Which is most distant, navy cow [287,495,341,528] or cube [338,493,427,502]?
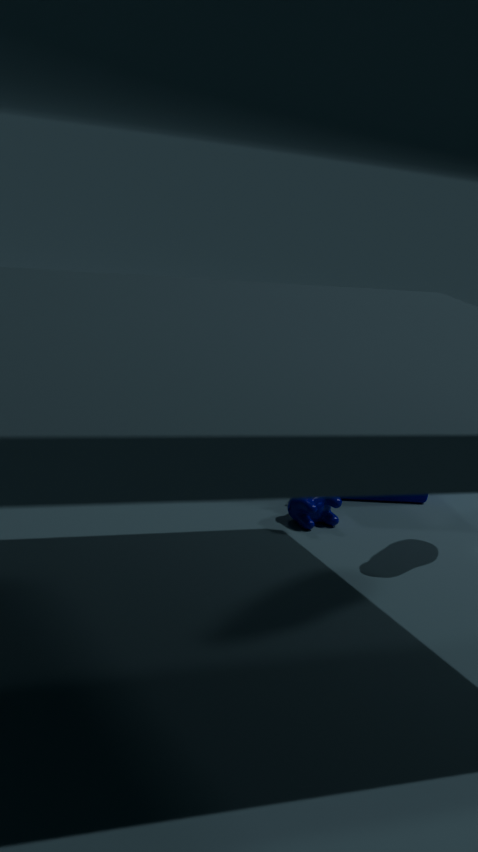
navy cow [287,495,341,528]
